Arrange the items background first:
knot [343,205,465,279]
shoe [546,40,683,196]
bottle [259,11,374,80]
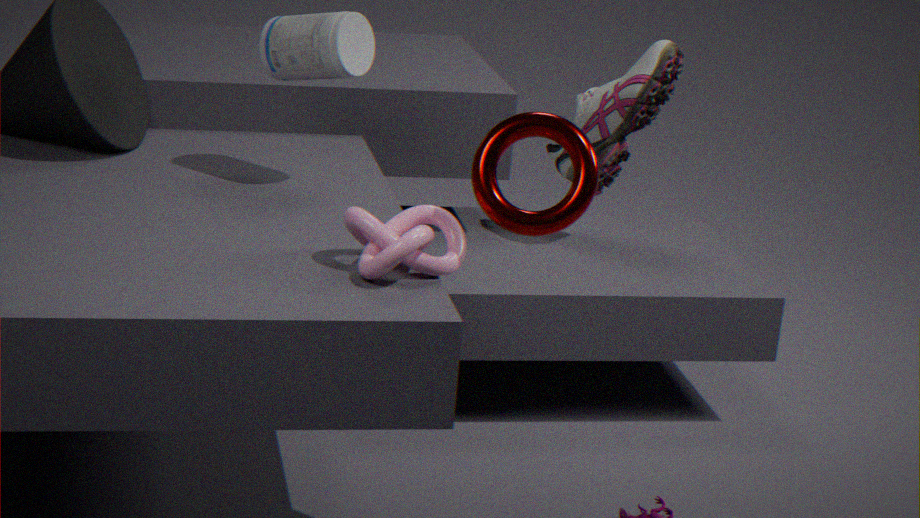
shoe [546,40,683,196] < bottle [259,11,374,80] < knot [343,205,465,279]
